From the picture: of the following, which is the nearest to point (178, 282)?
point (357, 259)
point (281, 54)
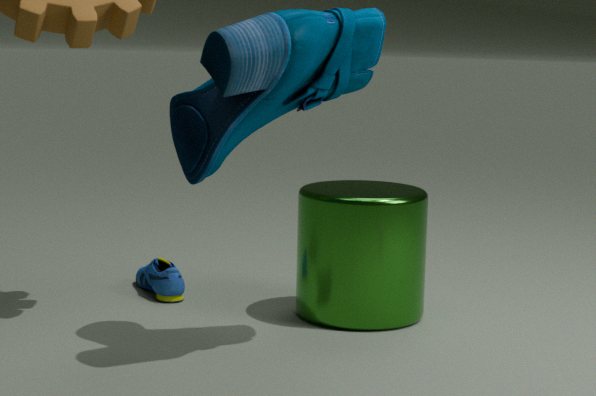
point (357, 259)
